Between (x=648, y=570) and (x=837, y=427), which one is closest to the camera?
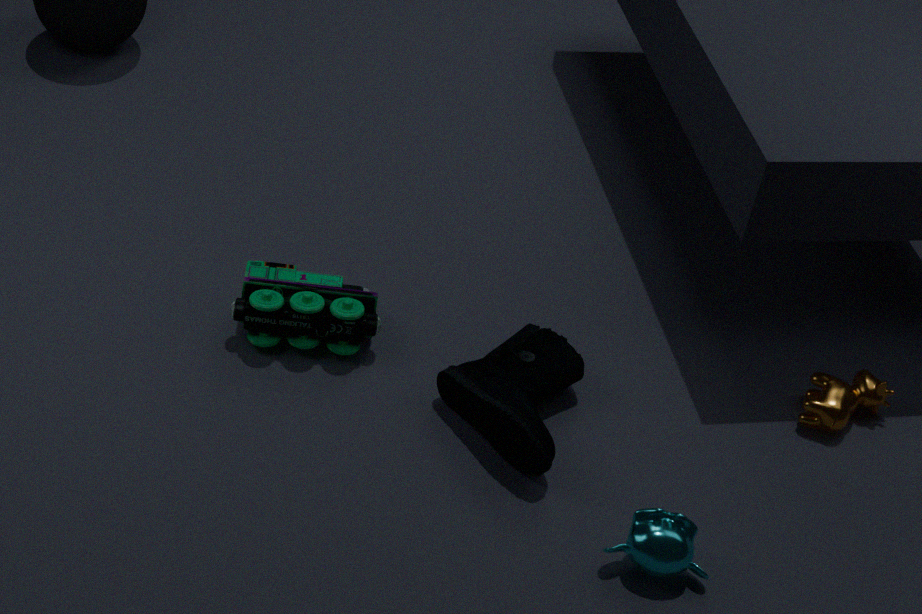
(x=648, y=570)
